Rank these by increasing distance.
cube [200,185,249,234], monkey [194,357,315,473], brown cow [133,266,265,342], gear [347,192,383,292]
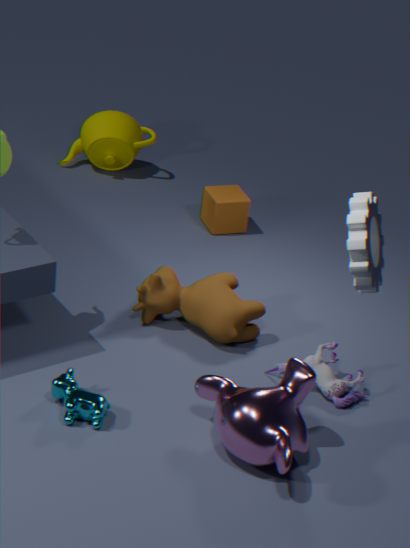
gear [347,192,383,292]
monkey [194,357,315,473]
brown cow [133,266,265,342]
cube [200,185,249,234]
